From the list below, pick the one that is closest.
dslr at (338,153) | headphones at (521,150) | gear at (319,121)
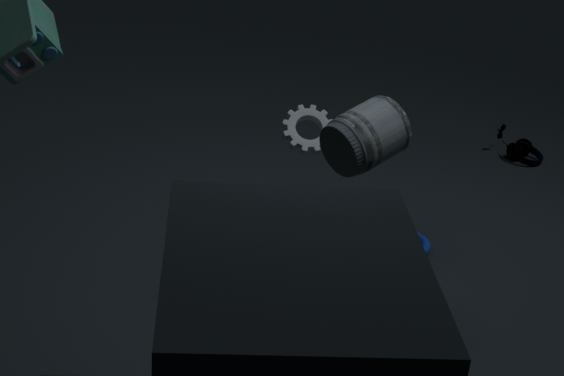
dslr at (338,153)
